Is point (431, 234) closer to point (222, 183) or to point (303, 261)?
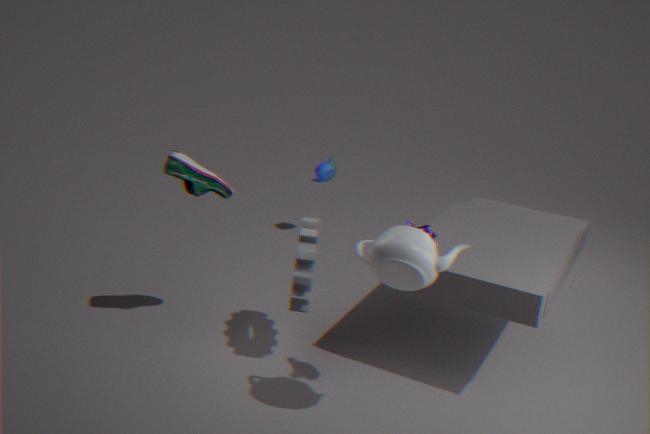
point (303, 261)
